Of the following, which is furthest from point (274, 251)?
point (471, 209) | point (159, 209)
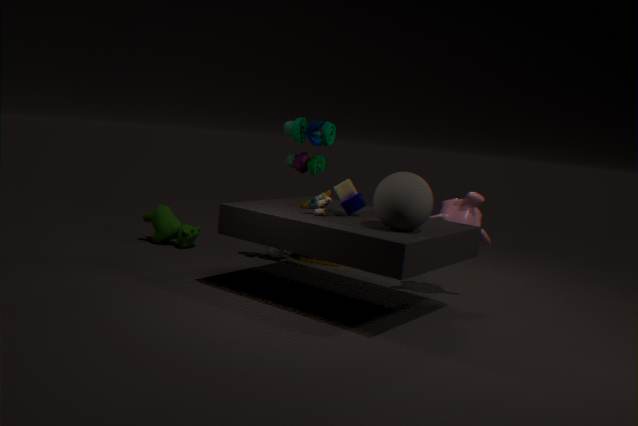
point (471, 209)
